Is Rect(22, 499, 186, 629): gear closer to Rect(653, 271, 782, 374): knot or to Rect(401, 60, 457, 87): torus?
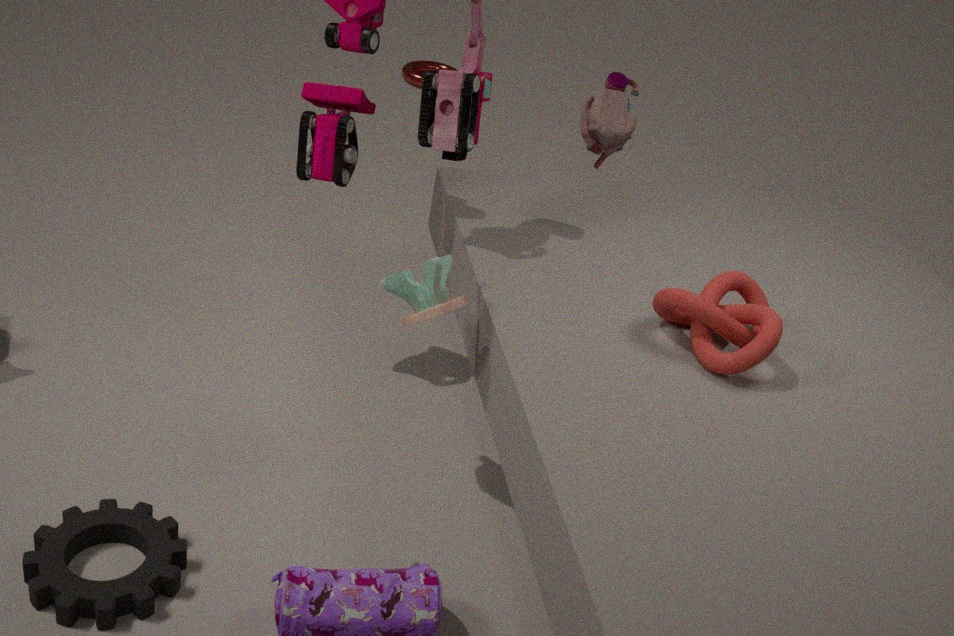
Rect(653, 271, 782, 374): knot
